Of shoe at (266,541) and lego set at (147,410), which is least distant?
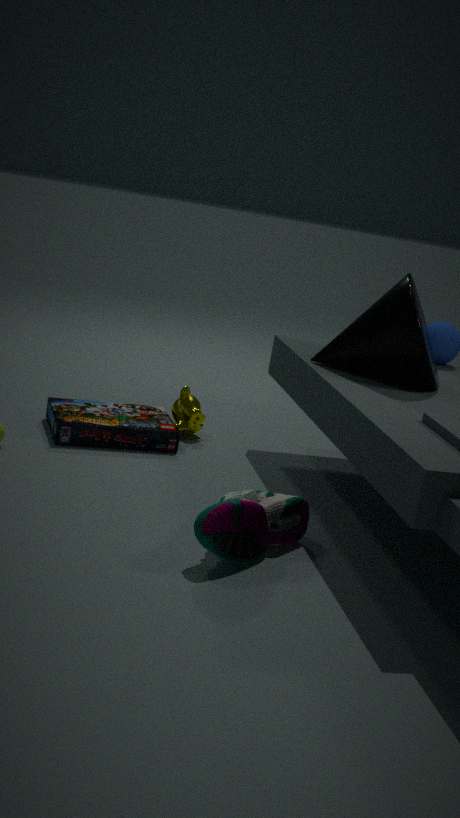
shoe at (266,541)
